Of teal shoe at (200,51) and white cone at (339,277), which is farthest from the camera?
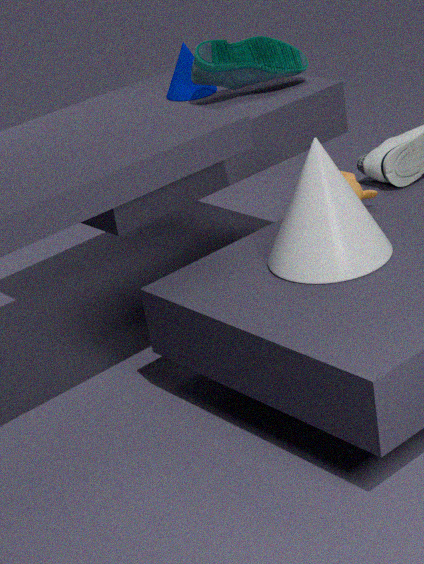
teal shoe at (200,51)
